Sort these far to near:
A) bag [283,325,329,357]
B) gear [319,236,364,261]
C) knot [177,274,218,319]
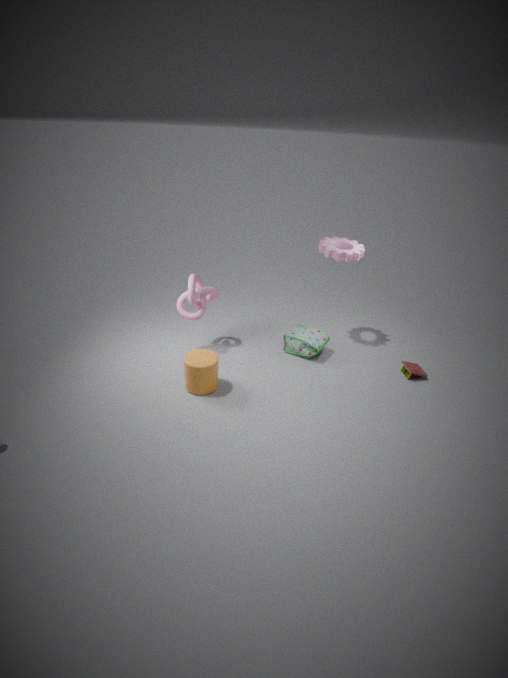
bag [283,325,329,357]
gear [319,236,364,261]
knot [177,274,218,319]
